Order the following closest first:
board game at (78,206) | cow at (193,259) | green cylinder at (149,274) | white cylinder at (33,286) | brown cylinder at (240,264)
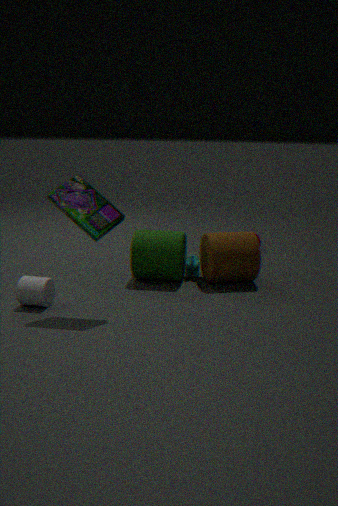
board game at (78,206)
white cylinder at (33,286)
brown cylinder at (240,264)
green cylinder at (149,274)
cow at (193,259)
